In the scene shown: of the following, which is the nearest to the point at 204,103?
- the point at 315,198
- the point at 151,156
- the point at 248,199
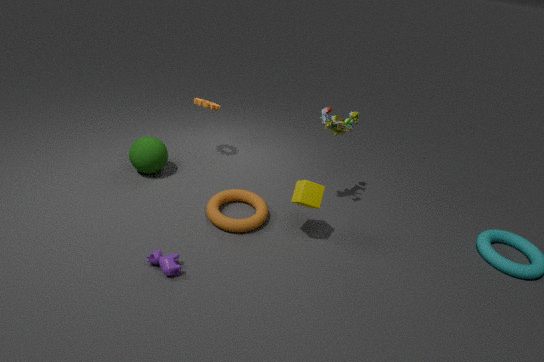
the point at 151,156
